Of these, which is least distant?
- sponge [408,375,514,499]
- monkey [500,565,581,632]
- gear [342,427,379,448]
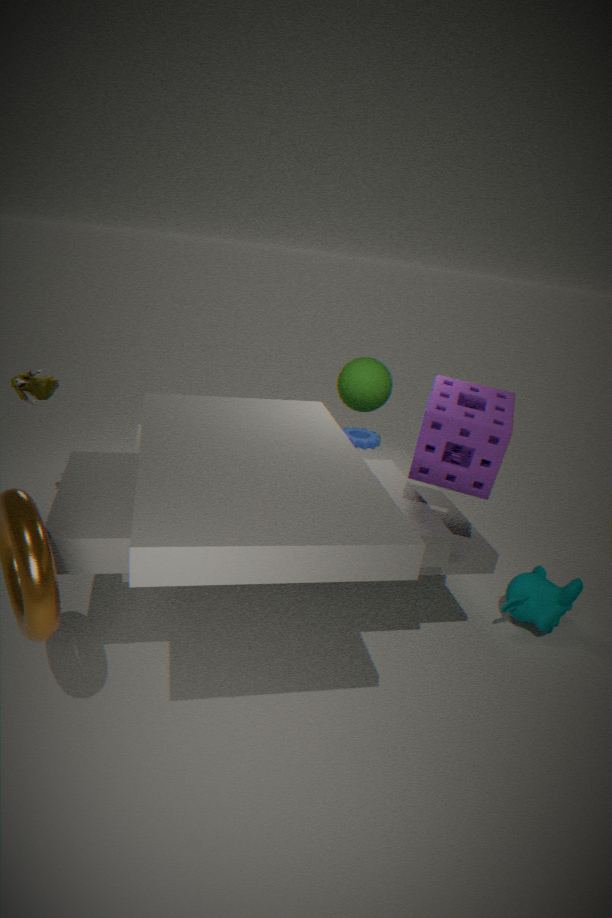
sponge [408,375,514,499]
